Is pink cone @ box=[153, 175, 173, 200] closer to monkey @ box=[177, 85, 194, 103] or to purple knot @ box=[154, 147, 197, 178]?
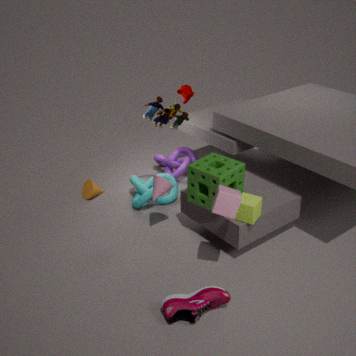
purple knot @ box=[154, 147, 197, 178]
